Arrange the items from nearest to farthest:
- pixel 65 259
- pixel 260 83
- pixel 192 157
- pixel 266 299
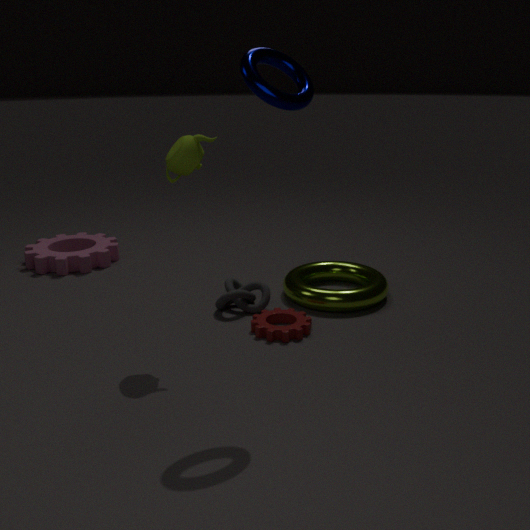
pixel 260 83 → pixel 192 157 → pixel 266 299 → pixel 65 259
